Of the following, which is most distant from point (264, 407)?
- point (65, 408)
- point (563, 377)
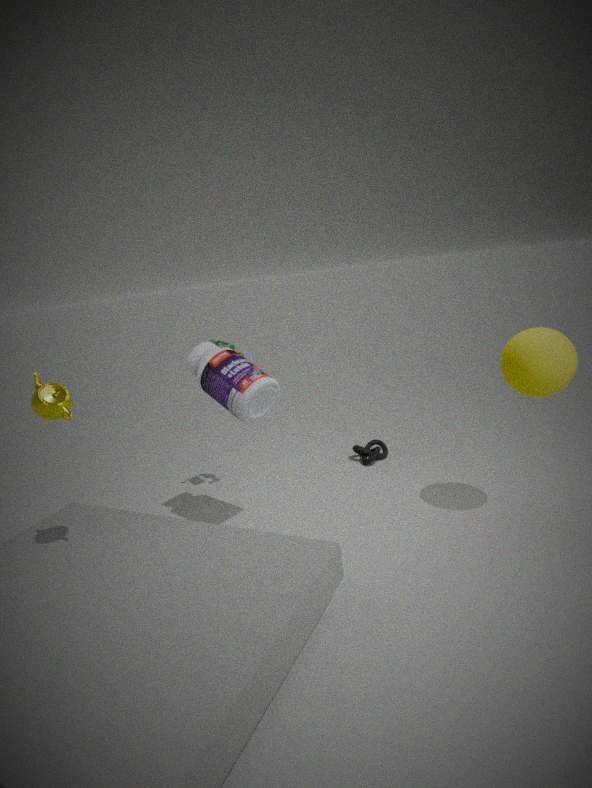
point (563, 377)
